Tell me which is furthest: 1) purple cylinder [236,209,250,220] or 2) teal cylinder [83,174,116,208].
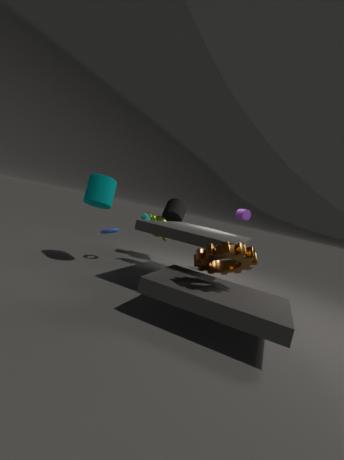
1. purple cylinder [236,209,250,220]
